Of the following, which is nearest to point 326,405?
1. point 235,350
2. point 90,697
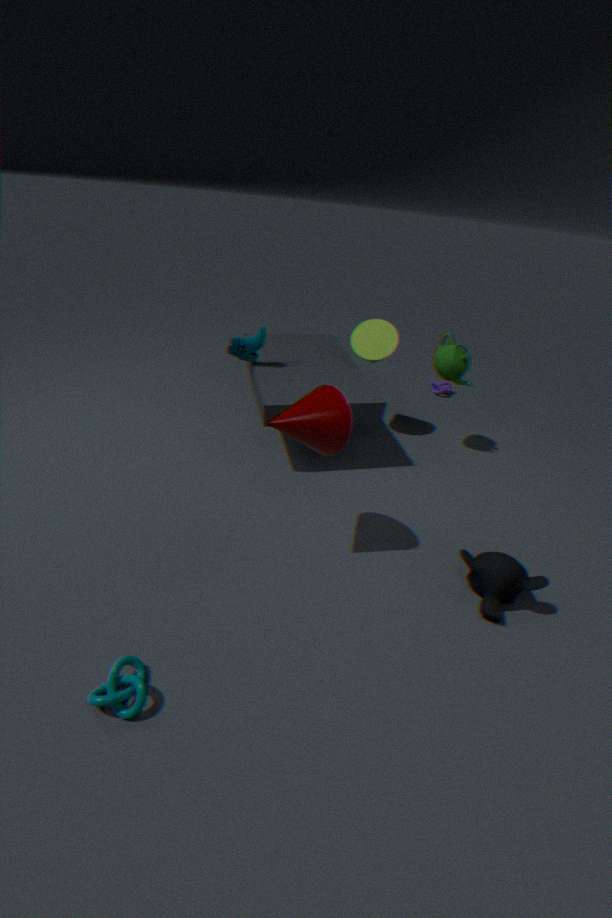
point 235,350
